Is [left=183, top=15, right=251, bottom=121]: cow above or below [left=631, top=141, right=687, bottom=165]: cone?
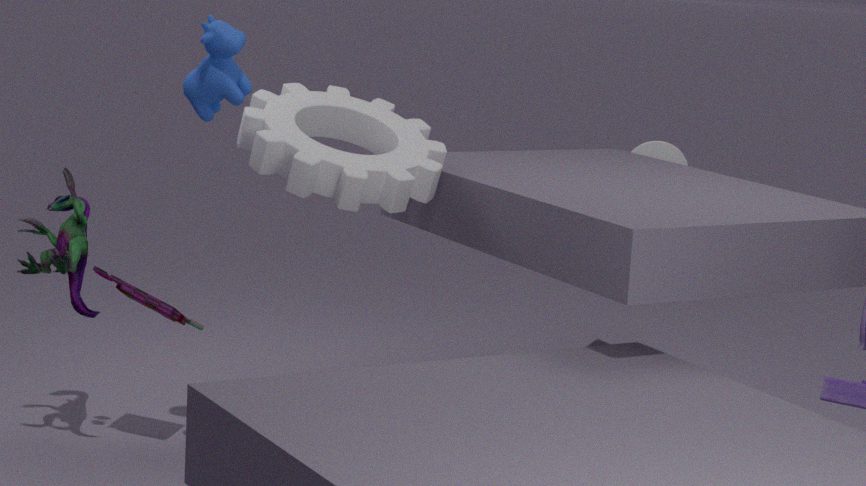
above
